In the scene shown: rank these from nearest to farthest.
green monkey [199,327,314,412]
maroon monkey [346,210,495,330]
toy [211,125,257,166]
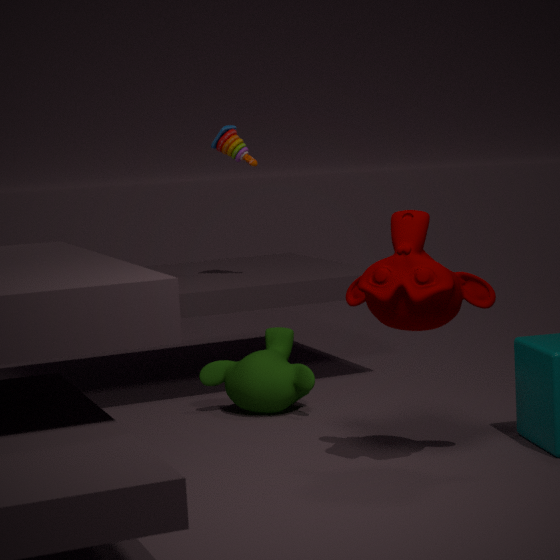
maroon monkey [346,210,495,330], green monkey [199,327,314,412], toy [211,125,257,166]
